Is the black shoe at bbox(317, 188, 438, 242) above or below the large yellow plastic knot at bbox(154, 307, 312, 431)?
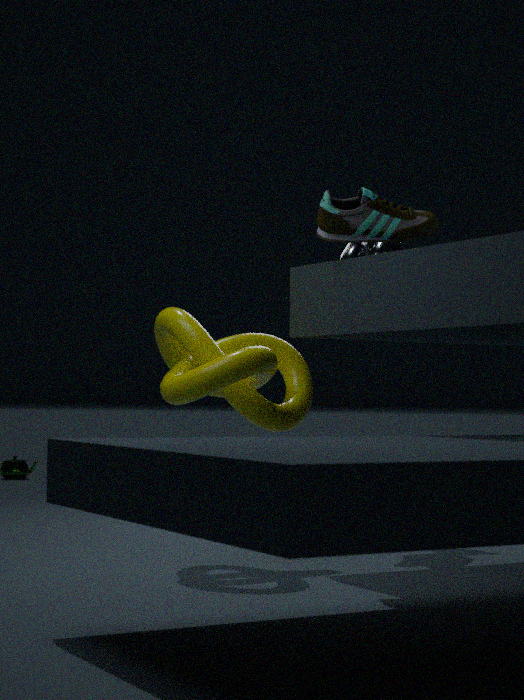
above
